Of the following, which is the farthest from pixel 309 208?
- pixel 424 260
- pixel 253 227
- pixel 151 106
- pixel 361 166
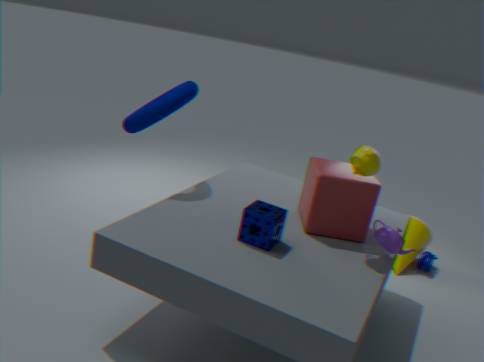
pixel 424 260
